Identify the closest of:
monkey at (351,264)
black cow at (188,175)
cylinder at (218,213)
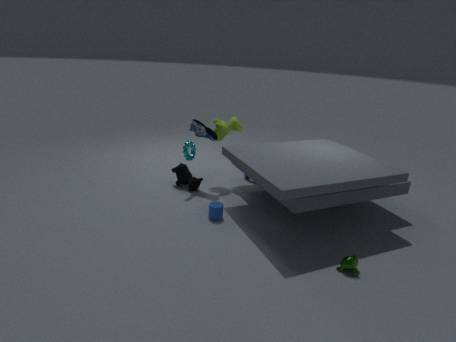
monkey at (351,264)
